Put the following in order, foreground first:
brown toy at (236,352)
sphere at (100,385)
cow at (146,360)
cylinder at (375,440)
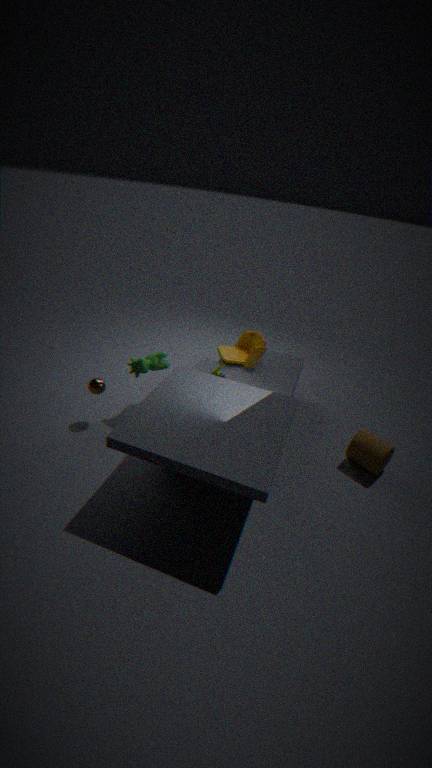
cylinder at (375,440), sphere at (100,385), cow at (146,360), brown toy at (236,352)
